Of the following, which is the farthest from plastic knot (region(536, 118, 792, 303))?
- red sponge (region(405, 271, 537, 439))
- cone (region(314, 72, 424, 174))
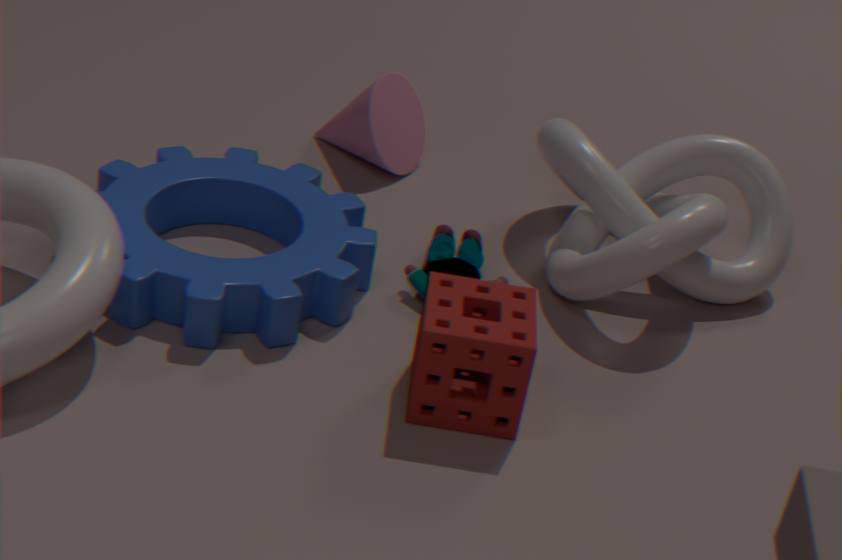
cone (region(314, 72, 424, 174))
